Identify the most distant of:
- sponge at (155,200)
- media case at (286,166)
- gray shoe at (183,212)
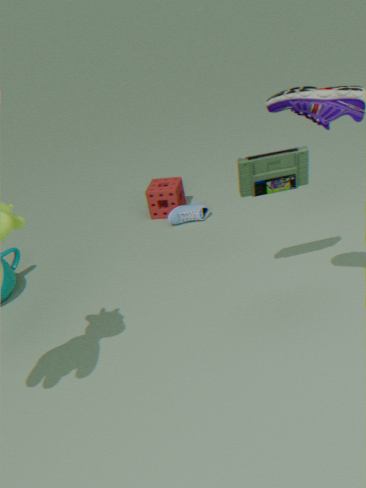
sponge at (155,200)
